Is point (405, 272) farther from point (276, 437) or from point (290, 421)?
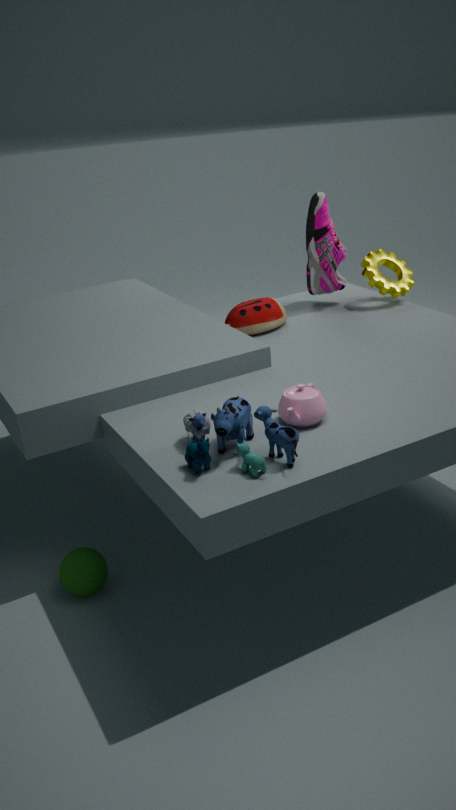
point (276, 437)
